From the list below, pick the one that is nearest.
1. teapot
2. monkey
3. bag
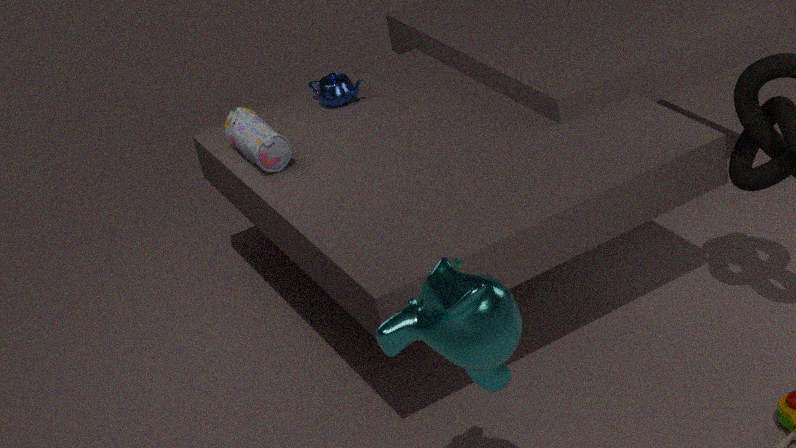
monkey
